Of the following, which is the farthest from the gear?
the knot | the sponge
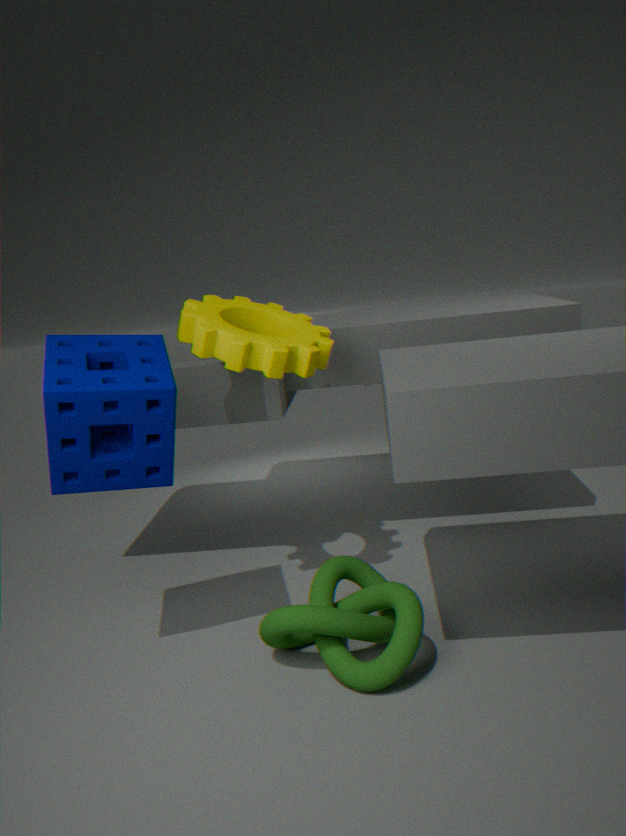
the knot
